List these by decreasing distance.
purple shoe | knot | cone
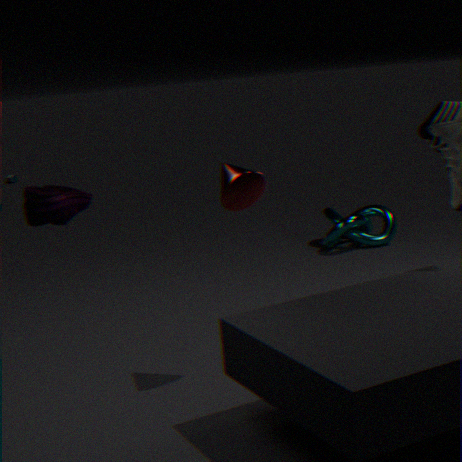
knot → cone → purple shoe
